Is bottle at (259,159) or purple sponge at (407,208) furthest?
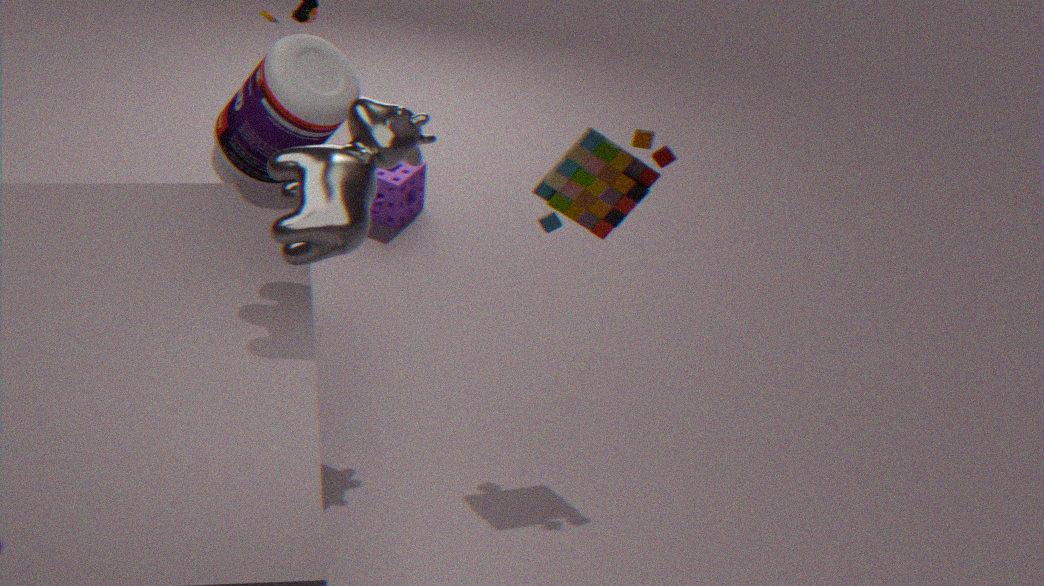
purple sponge at (407,208)
